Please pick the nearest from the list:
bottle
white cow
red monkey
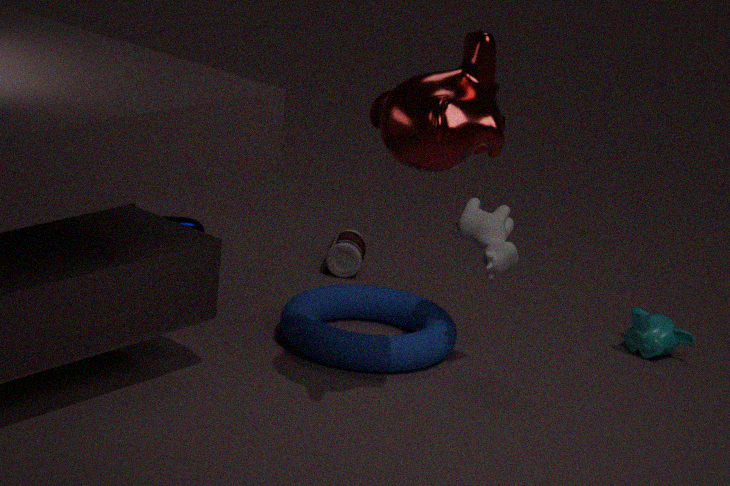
red monkey
